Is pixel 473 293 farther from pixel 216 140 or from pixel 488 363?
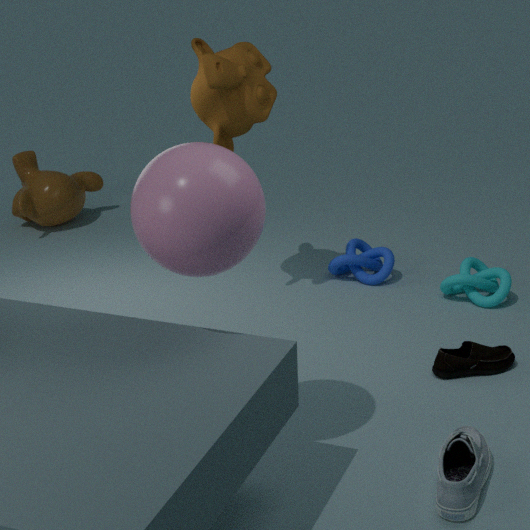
pixel 216 140
